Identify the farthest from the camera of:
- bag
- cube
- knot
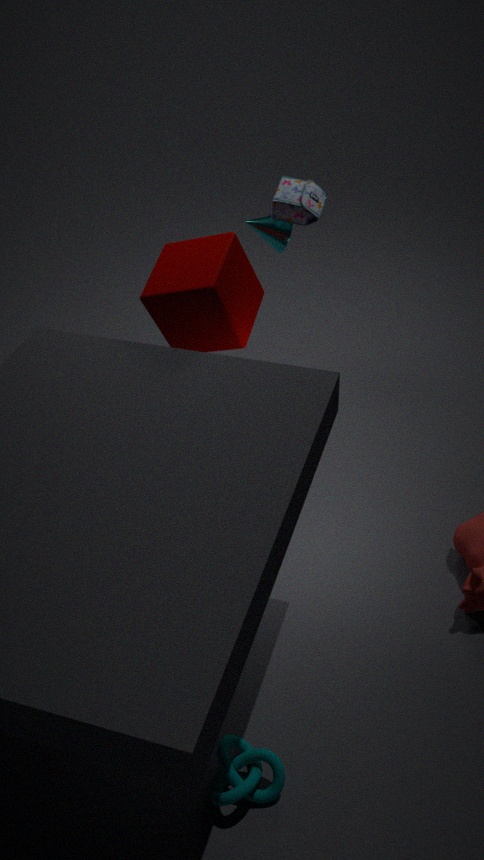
bag
